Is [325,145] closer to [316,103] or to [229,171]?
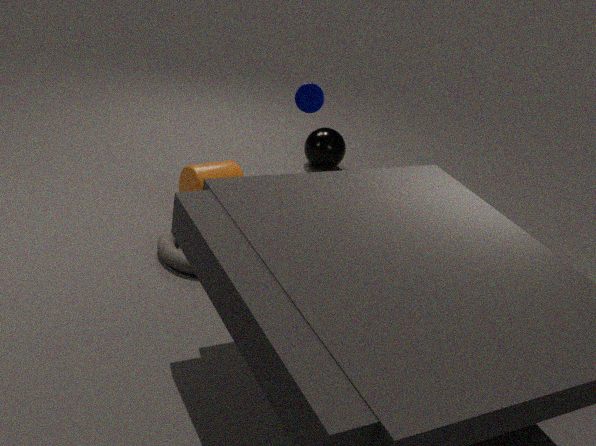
[229,171]
